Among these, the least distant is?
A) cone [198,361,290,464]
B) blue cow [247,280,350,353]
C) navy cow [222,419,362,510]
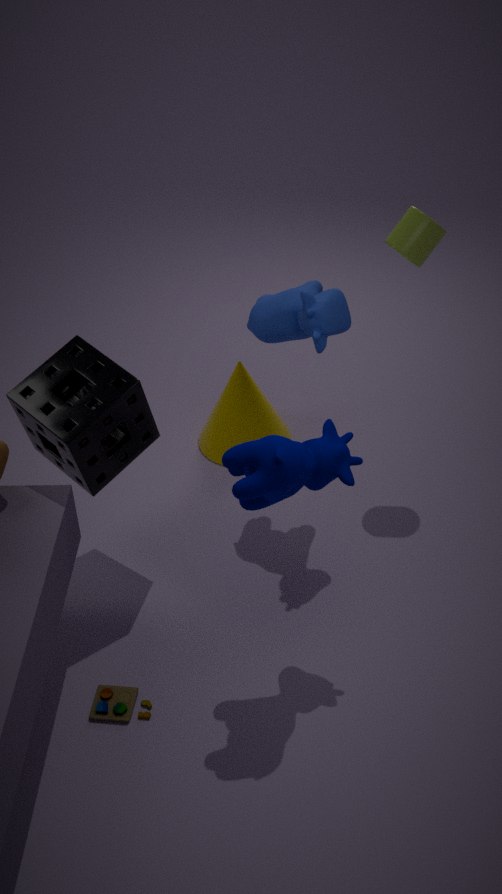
navy cow [222,419,362,510]
